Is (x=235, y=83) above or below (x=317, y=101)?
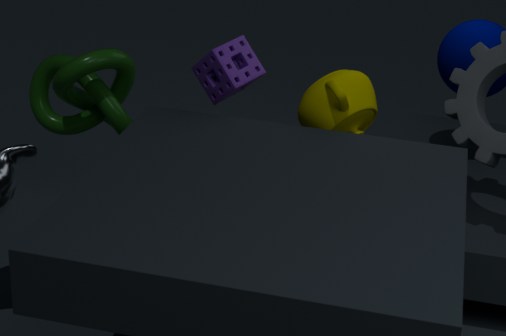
above
